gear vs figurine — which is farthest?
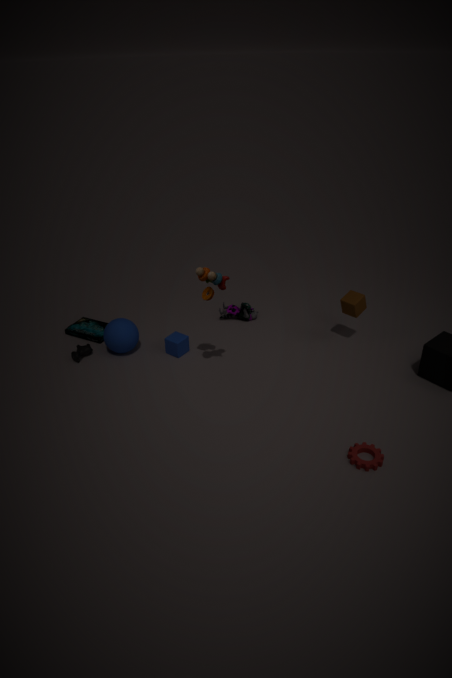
figurine
